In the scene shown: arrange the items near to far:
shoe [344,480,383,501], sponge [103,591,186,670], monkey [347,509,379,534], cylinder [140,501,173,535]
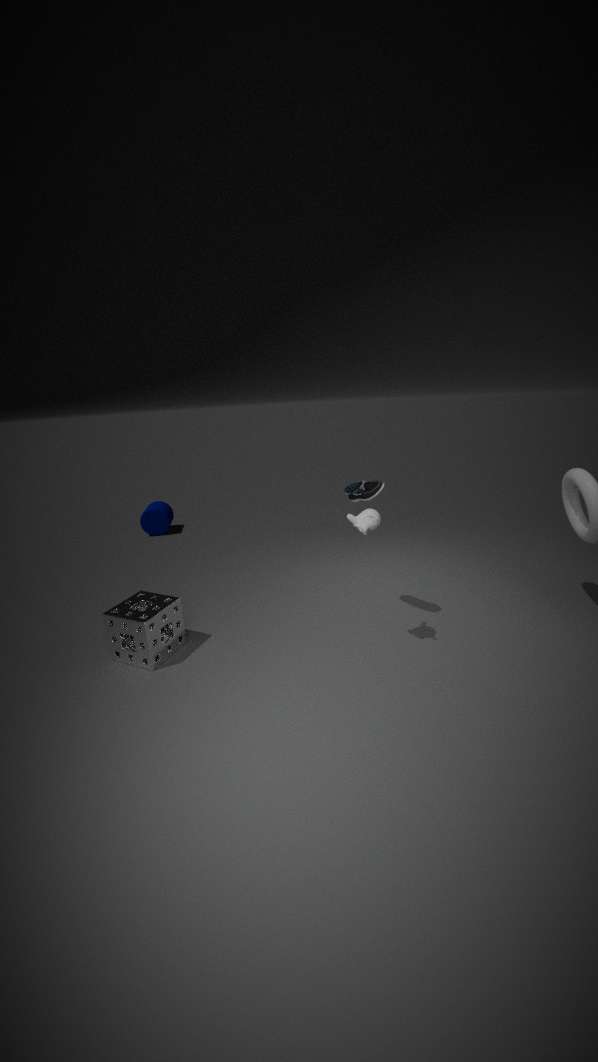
monkey [347,509,379,534]
sponge [103,591,186,670]
shoe [344,480,383,501]
cylinder [140,501,173,535]
